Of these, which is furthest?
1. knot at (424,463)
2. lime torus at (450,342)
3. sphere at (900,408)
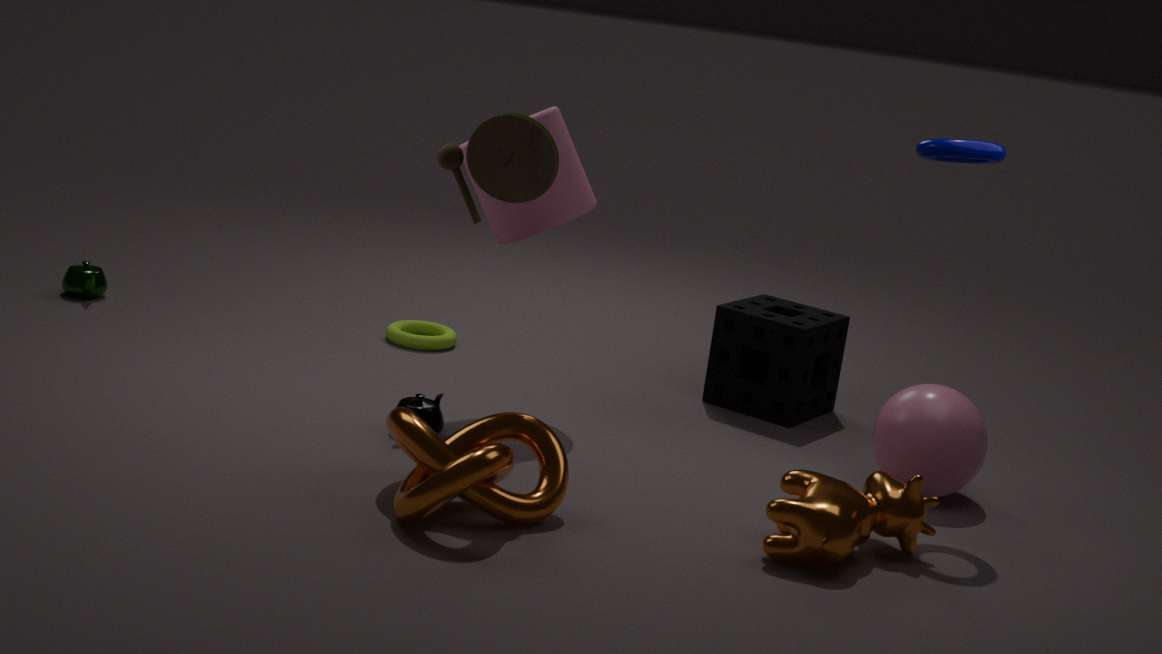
lime torus at (450,342)
